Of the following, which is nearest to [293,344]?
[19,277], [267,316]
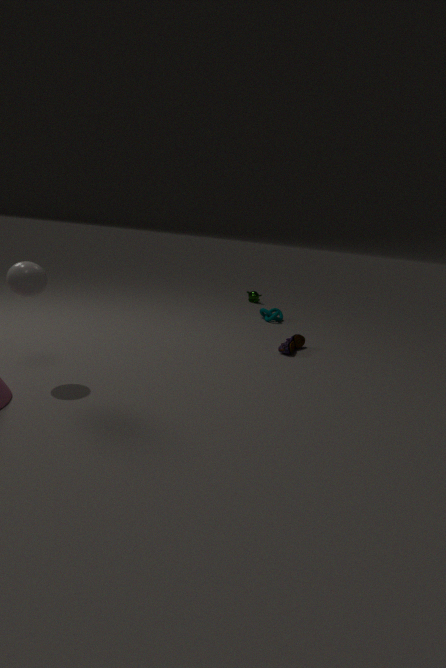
[267,316]
